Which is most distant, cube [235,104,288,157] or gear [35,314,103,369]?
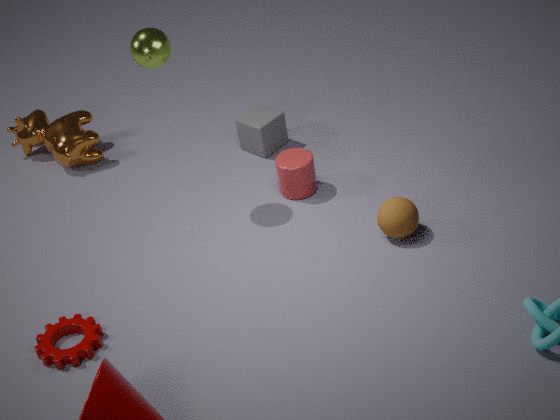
cube [235,104,288,157]
